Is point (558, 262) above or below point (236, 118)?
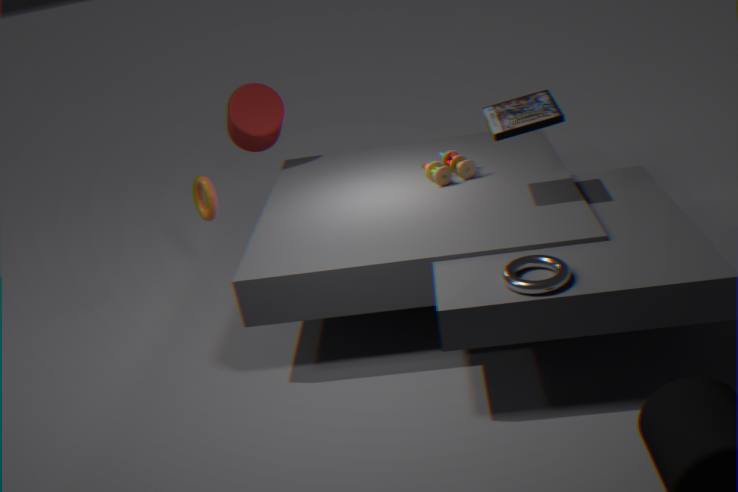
below
